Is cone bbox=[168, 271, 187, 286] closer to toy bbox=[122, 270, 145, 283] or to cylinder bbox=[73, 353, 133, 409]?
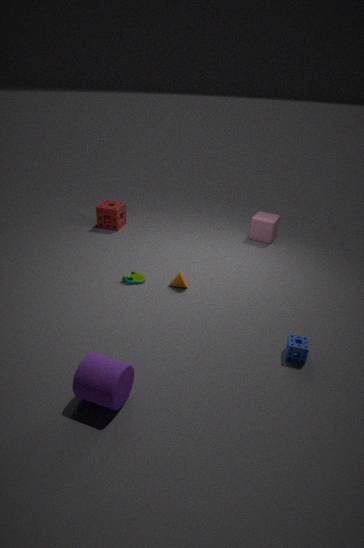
toy bbox=[122, 270, 145, 283]
